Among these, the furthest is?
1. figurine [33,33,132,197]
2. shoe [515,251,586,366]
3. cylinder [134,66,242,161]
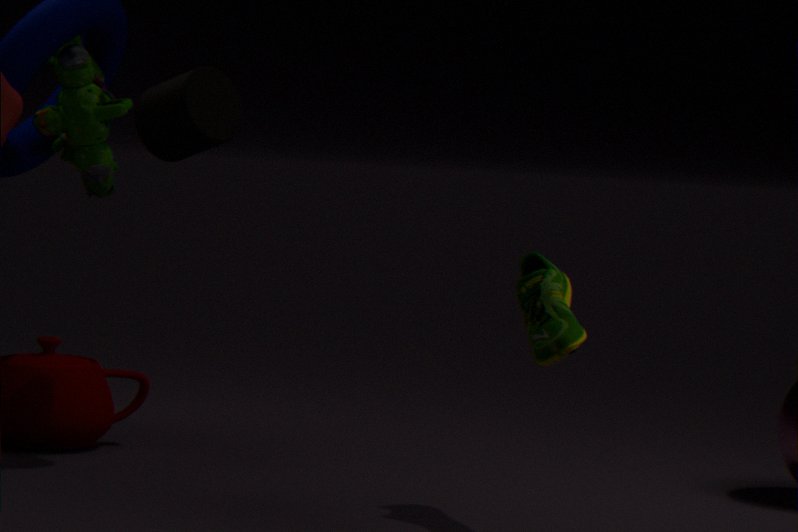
figurine [33,33,132,197]
